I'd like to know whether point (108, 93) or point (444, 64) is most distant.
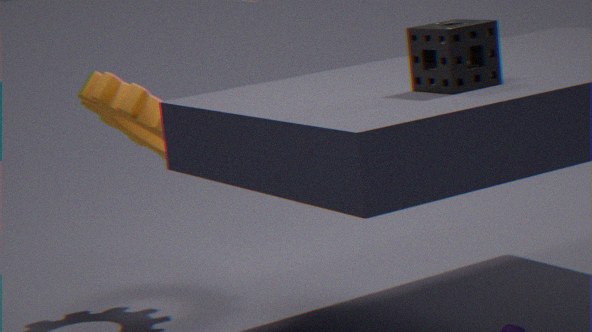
point (108, 93)
